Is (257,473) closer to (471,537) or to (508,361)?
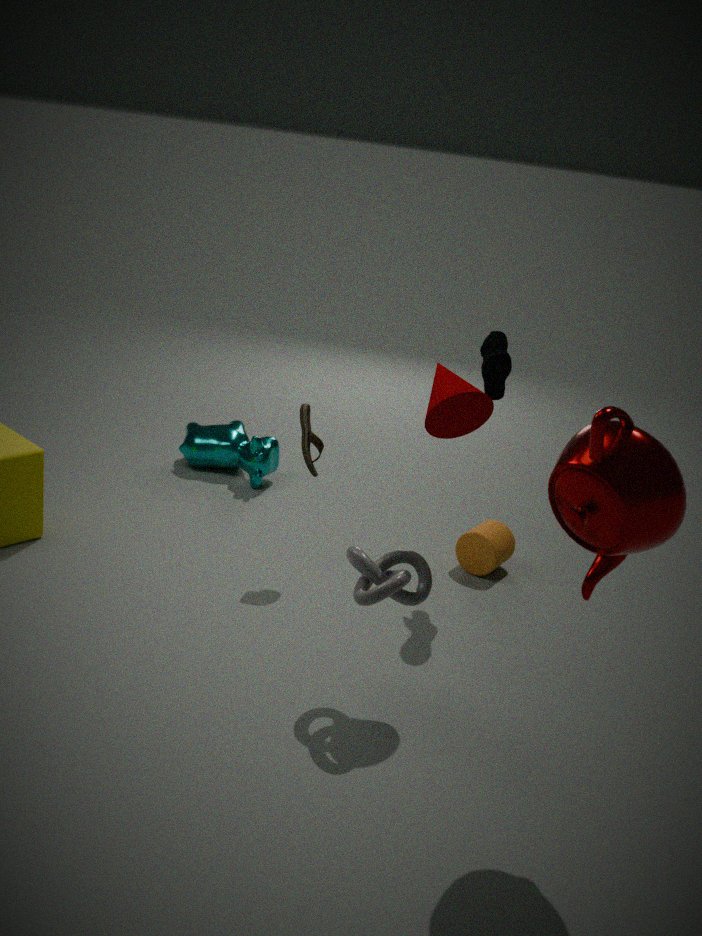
(471,537)
